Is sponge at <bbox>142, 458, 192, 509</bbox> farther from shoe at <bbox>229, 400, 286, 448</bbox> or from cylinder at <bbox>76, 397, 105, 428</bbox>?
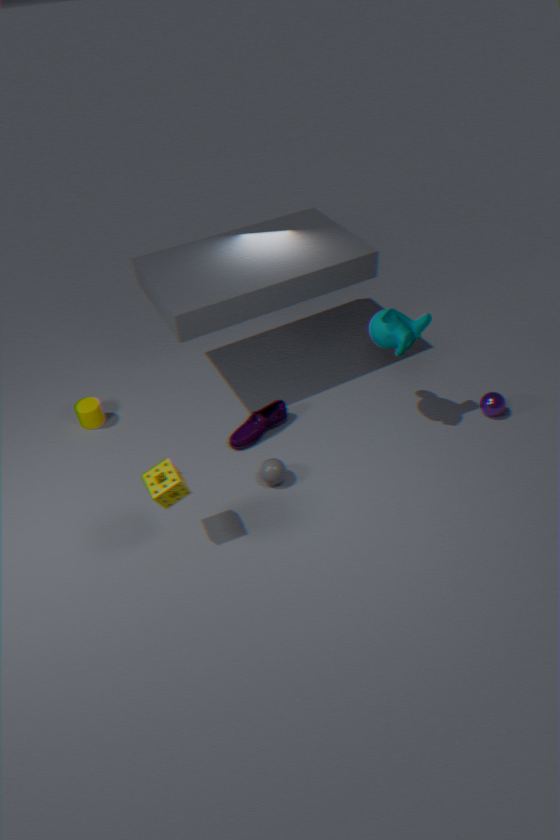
cylinder at <bbox>76, 397, 105, 428</bbox>
